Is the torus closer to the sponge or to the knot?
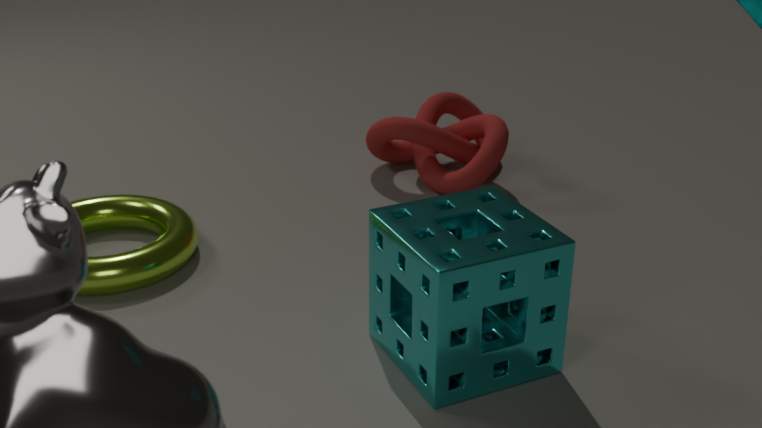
the sponge
